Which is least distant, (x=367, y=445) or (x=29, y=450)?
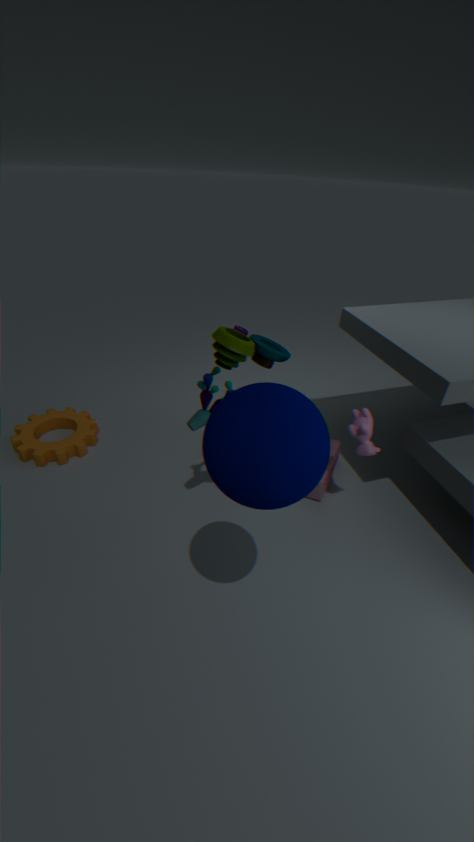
(x=367, y=445)
